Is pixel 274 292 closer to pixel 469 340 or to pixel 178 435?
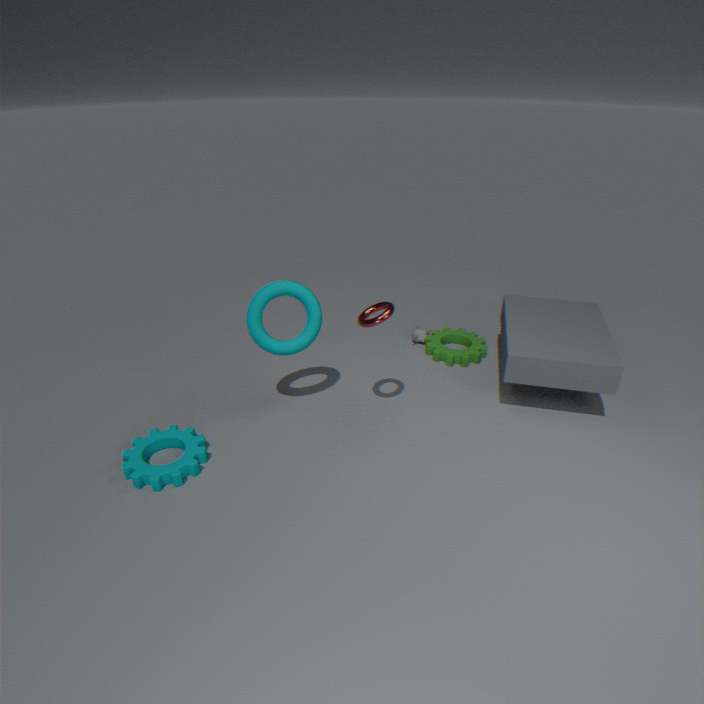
pixel 178 435
